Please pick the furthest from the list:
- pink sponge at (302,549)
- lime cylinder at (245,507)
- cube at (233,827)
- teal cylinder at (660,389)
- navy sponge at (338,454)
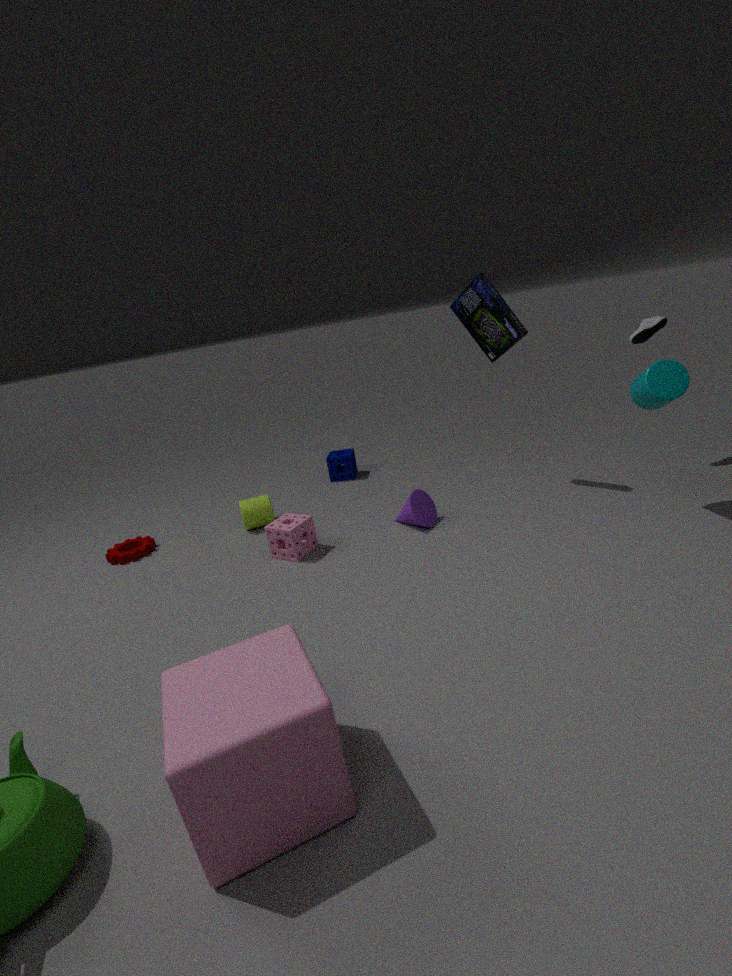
navy sponge at (338,454)
